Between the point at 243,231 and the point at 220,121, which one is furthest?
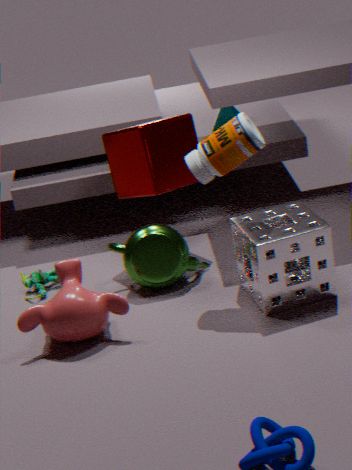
the point at 220,121
